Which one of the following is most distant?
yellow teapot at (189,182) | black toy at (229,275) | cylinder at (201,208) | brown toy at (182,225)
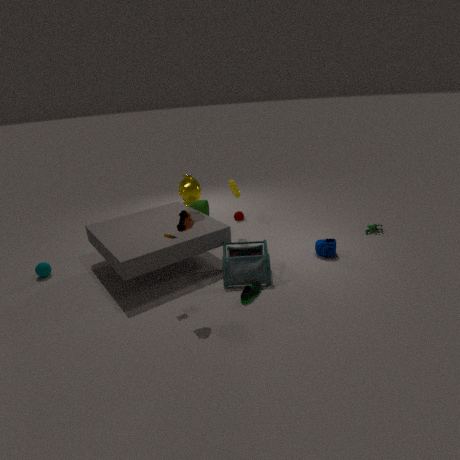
cylinder at (201,208)
